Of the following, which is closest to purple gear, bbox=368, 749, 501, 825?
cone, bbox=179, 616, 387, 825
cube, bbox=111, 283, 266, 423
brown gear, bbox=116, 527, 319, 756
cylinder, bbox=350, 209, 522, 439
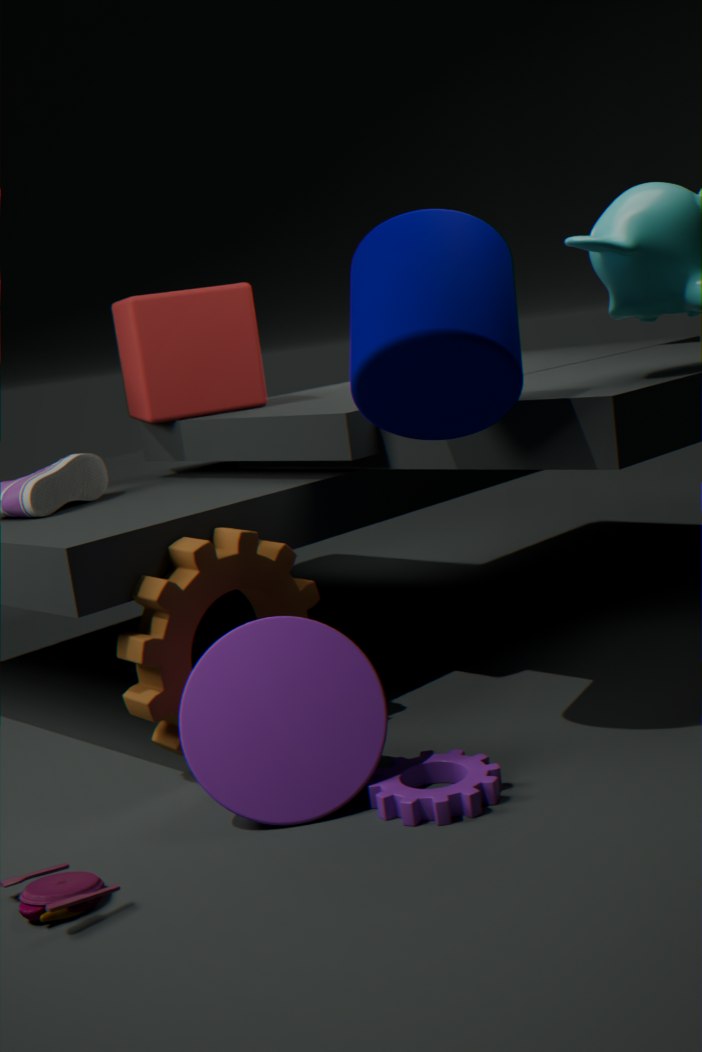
cone, bbox=179, 616, 387, 825
